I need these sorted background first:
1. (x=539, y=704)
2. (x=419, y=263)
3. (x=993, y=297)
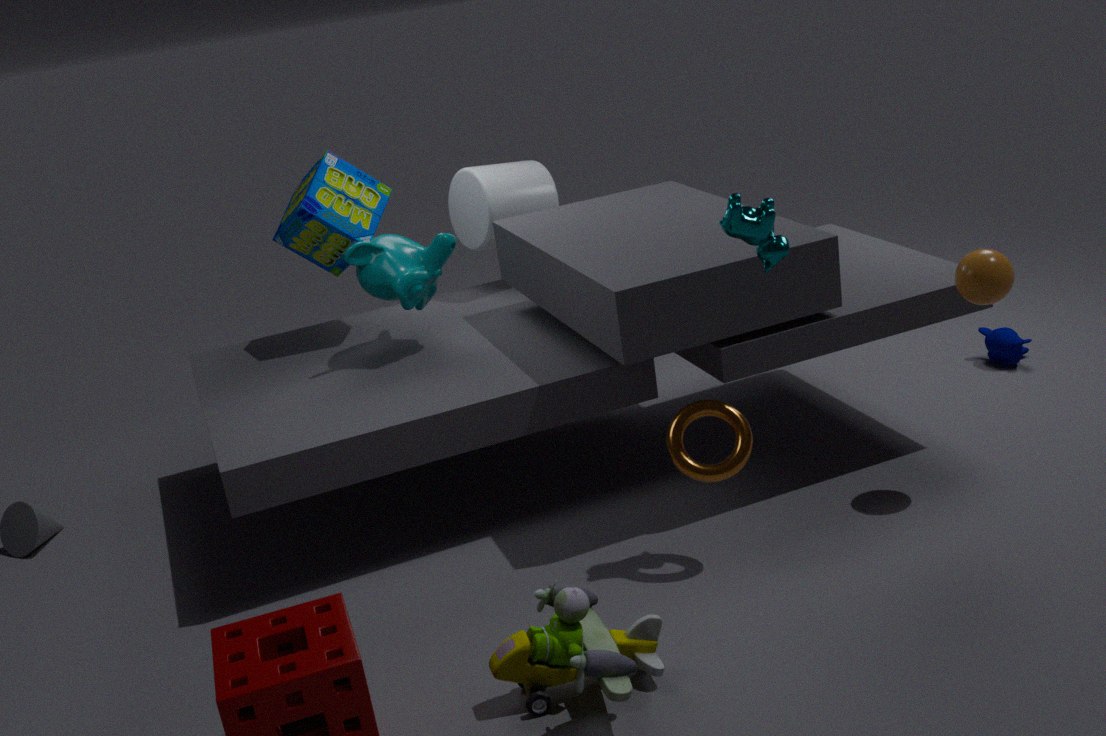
(x=419, y=263)
(x=993, y=297)
(x=539, y=704)
